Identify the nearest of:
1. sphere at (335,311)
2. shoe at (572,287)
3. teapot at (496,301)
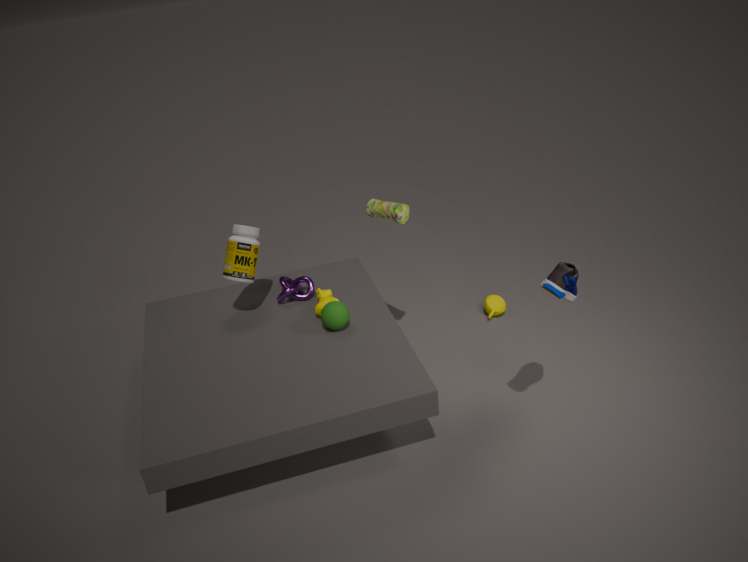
shoe at (572,287)
